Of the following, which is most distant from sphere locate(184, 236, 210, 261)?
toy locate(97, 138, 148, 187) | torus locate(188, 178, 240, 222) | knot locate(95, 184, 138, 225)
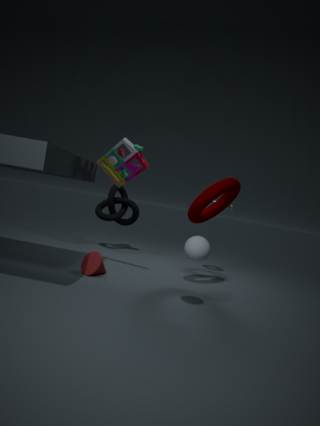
knot locate(95, 184, 138, 225)
